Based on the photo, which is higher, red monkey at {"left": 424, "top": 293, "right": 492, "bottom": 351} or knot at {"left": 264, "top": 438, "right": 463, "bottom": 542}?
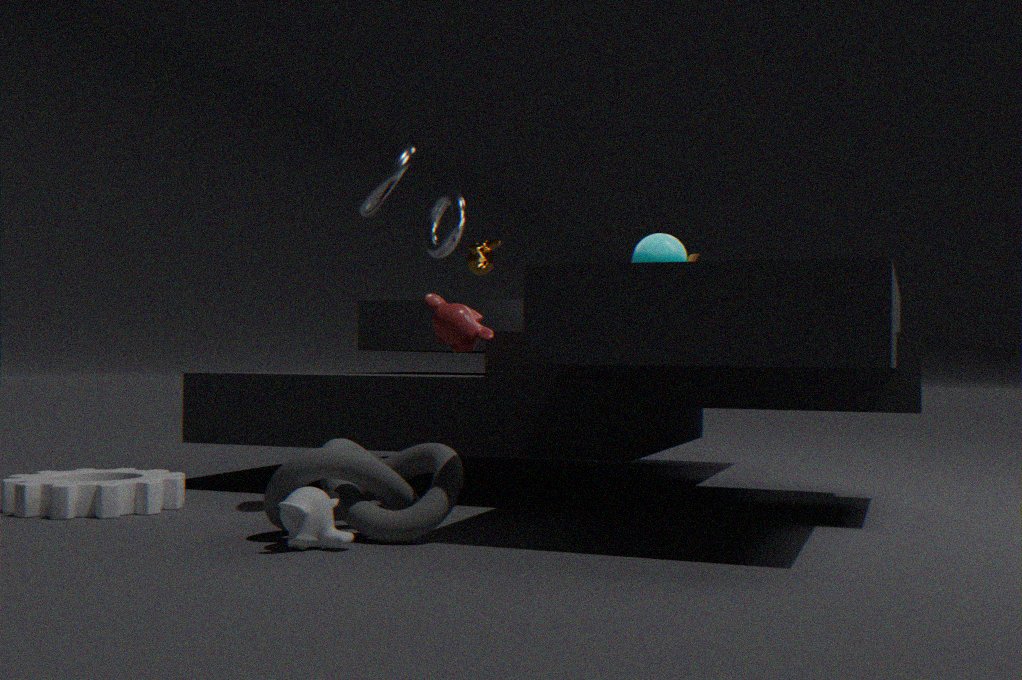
red monkey at {"left": 424, "top": 293, "right": 492, "bottom": 351}
